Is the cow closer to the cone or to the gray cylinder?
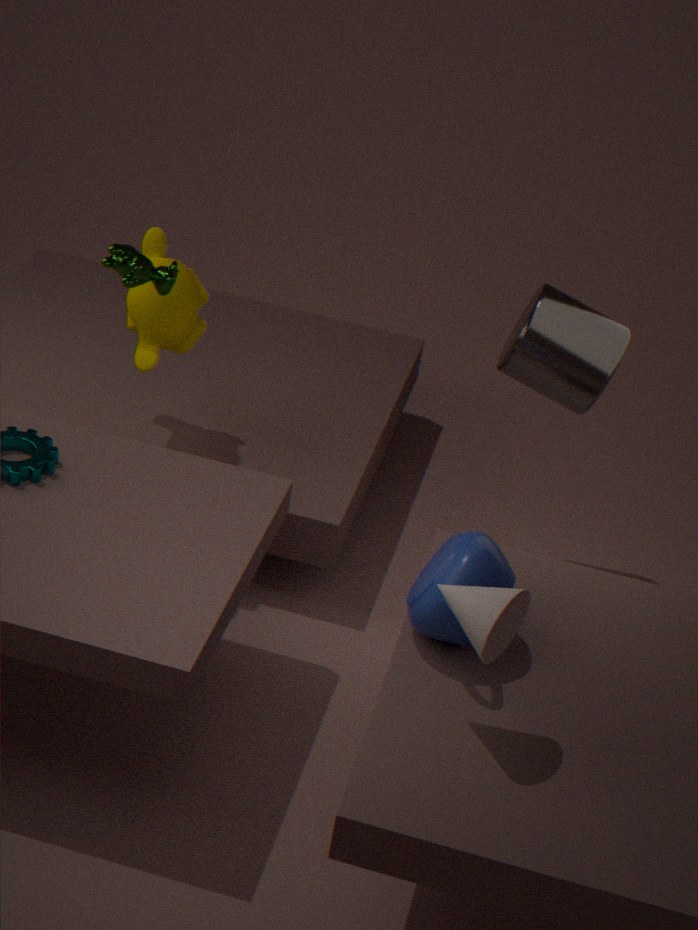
the gray cylinder
